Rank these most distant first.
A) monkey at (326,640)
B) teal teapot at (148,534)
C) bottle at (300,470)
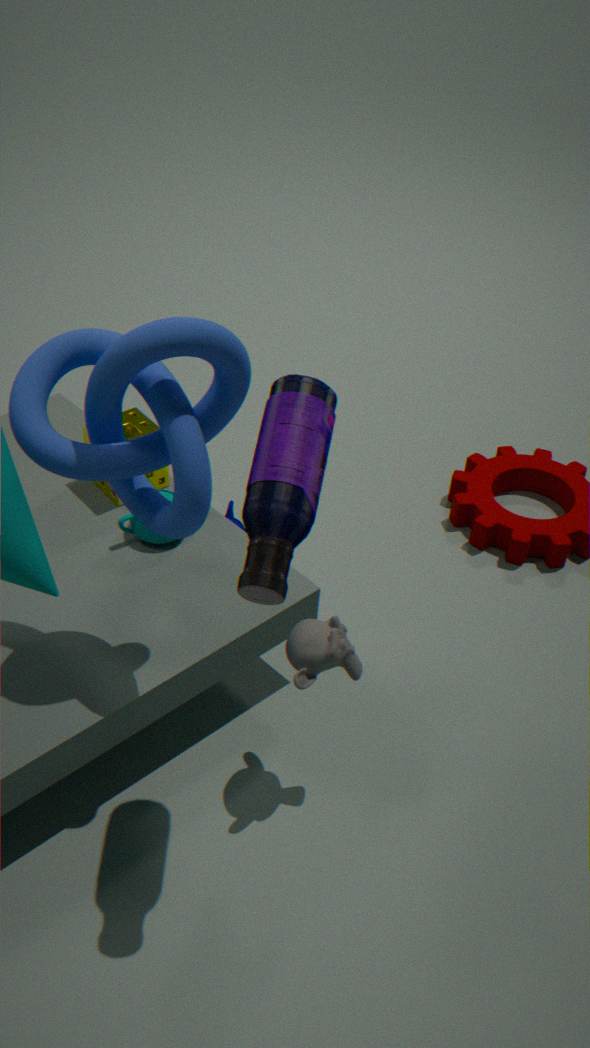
1. teal teapot at (148,534)
2. monkey at (326,640)
3. bottle at (300,470)
